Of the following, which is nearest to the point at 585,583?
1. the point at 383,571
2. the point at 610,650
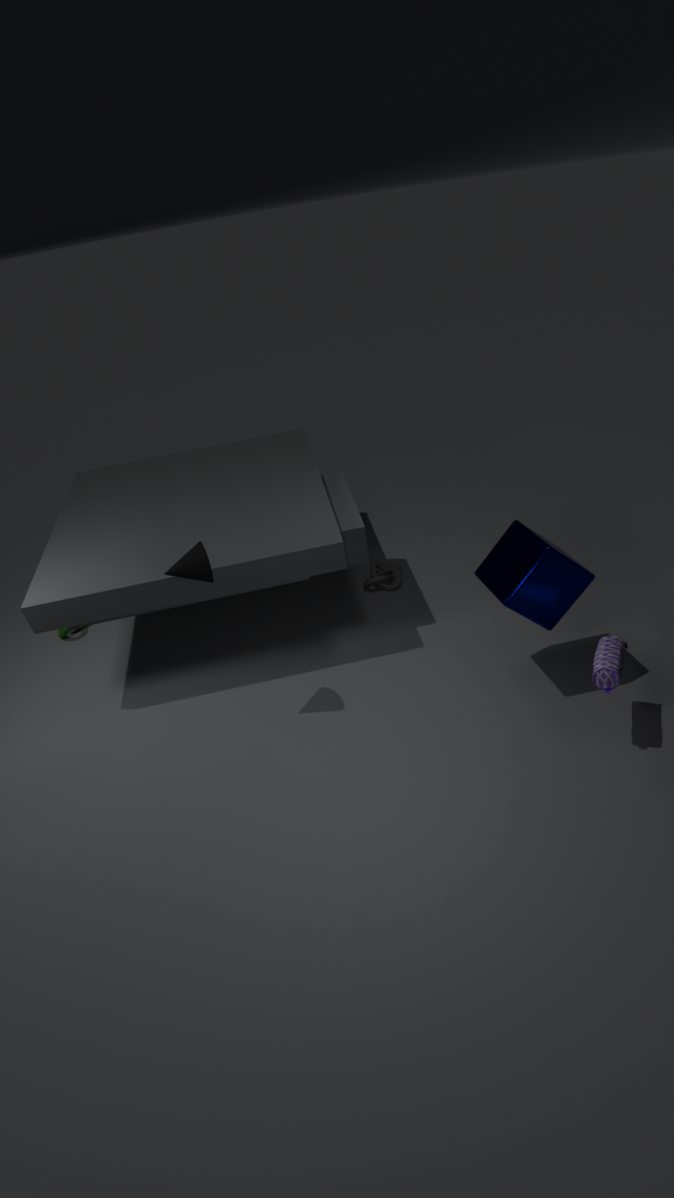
the point at 610,650
